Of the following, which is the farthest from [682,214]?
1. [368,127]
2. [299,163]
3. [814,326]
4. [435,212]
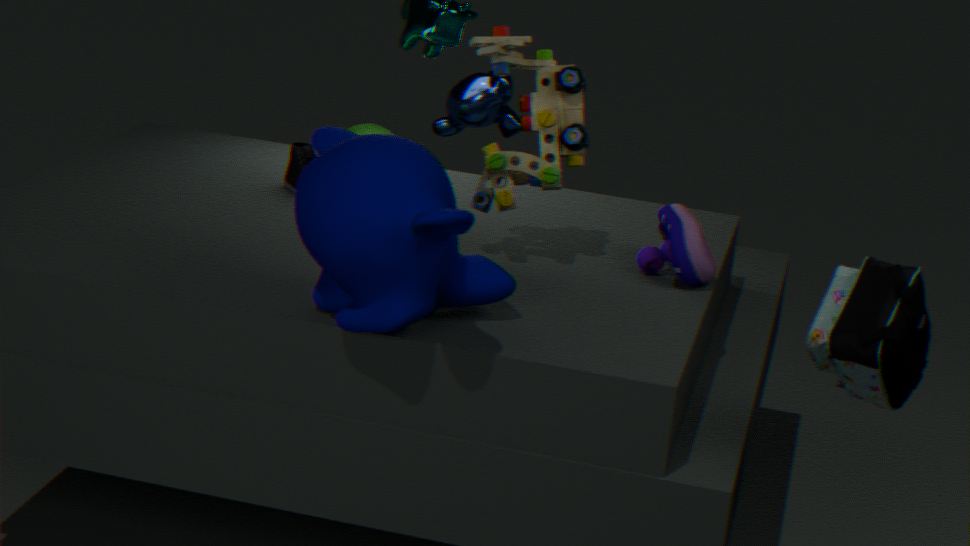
[368,127]
